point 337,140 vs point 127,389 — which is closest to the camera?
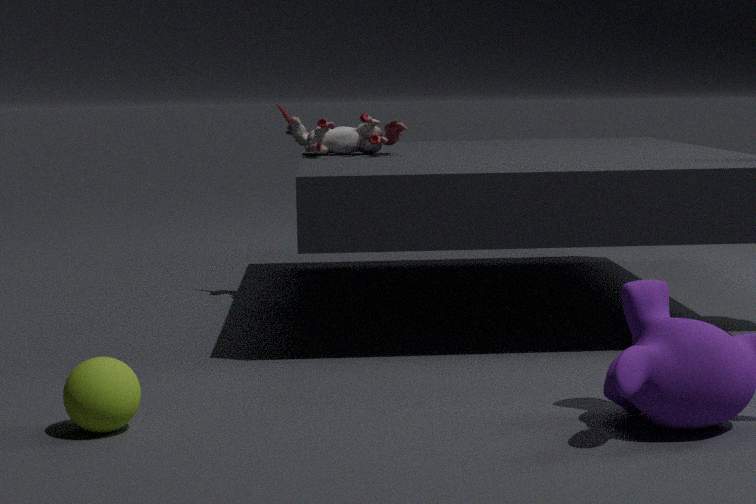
point 127,389
